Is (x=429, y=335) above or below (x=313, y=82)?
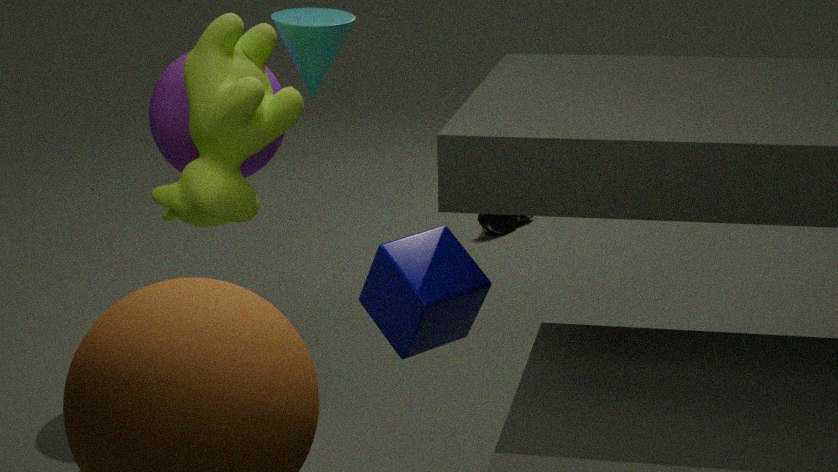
below
